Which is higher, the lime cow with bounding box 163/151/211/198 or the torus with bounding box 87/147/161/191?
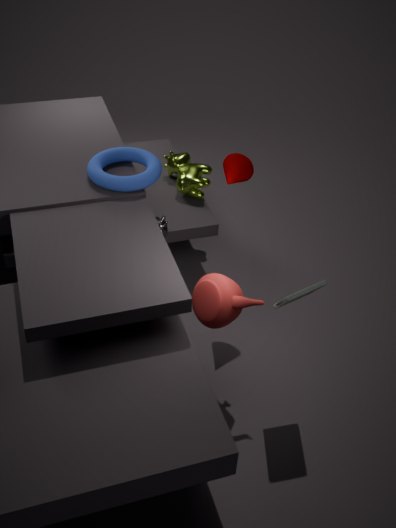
the torus with bounding box 87/147/161/191
